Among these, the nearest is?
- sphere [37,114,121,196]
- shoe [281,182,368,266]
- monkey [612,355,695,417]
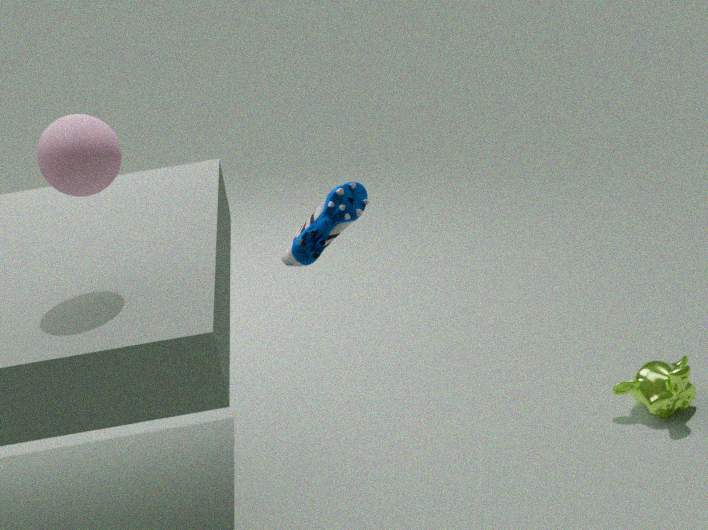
sphere [37,114,121,196]
